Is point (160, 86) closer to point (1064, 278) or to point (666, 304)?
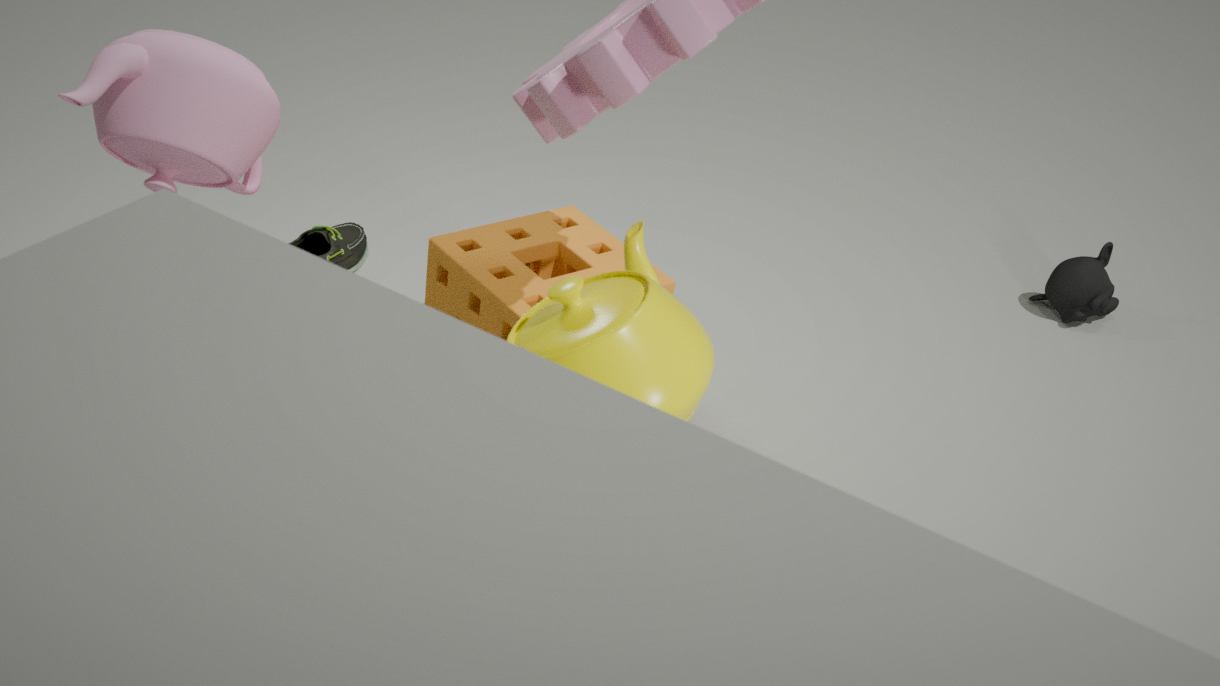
point (666, 304)
